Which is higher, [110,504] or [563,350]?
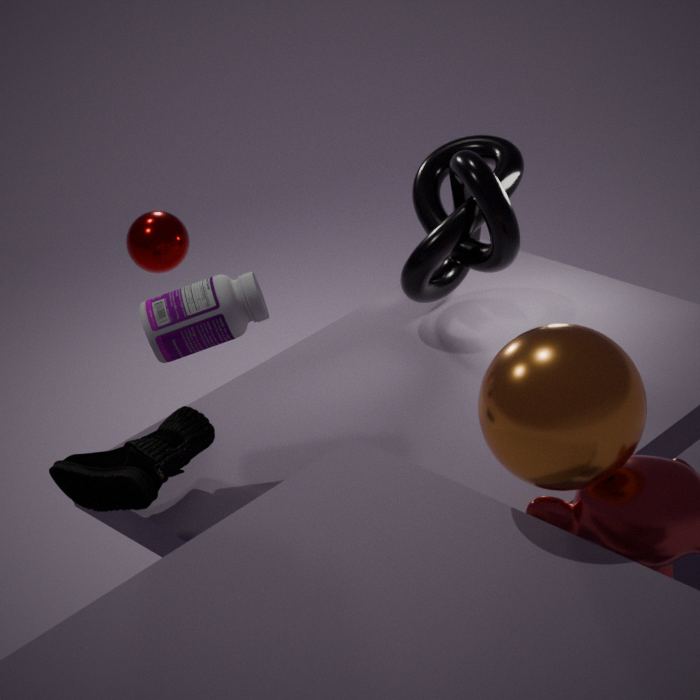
[563,350]
